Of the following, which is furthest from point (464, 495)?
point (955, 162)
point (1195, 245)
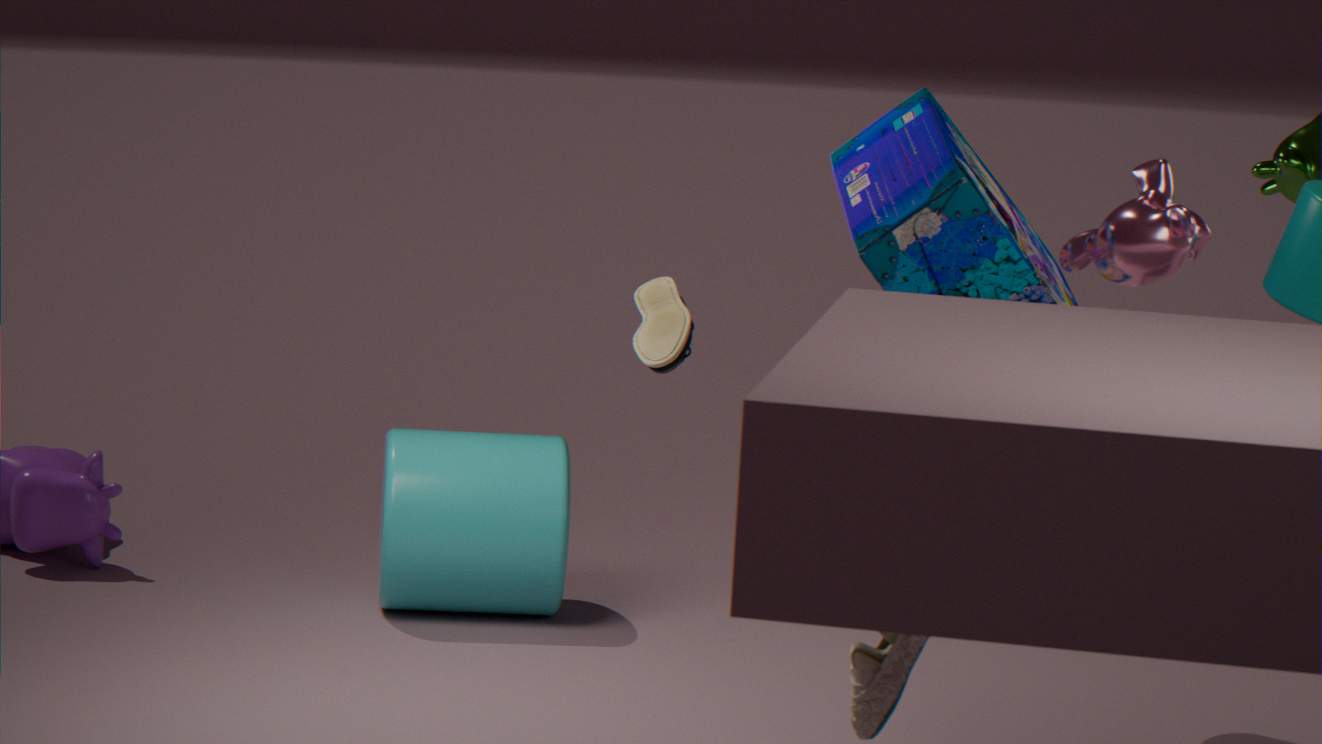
point (1195, 245)
